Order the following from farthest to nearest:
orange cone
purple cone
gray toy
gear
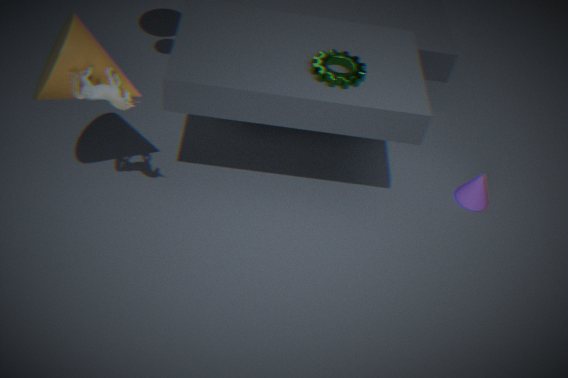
1. purple cone
2. gear
3. orange cone
4. gray toy
